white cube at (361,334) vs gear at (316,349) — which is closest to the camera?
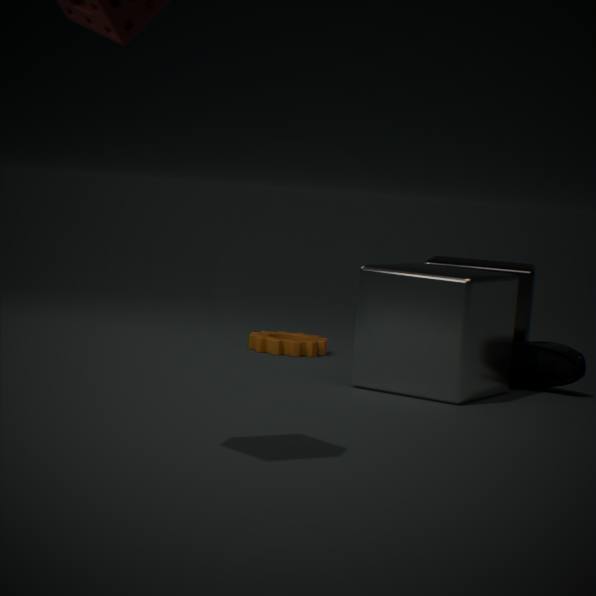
white cube at (361,334)
